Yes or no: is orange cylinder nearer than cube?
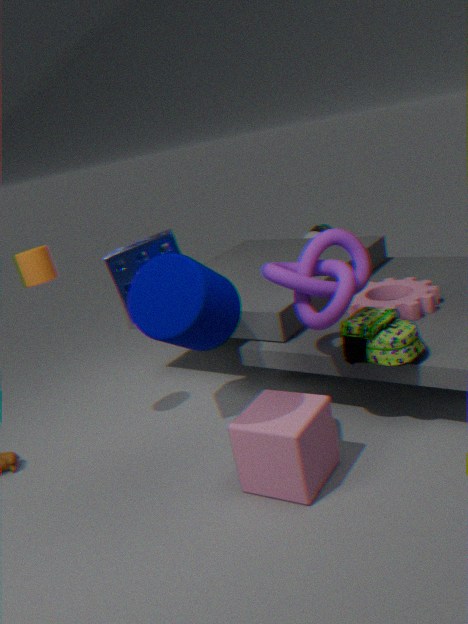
No
